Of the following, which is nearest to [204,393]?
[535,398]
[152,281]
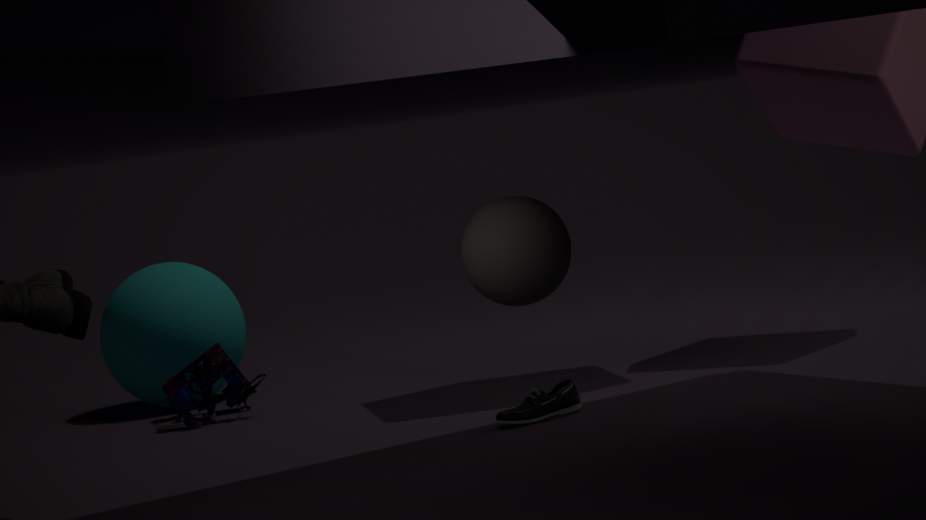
[152,281]
